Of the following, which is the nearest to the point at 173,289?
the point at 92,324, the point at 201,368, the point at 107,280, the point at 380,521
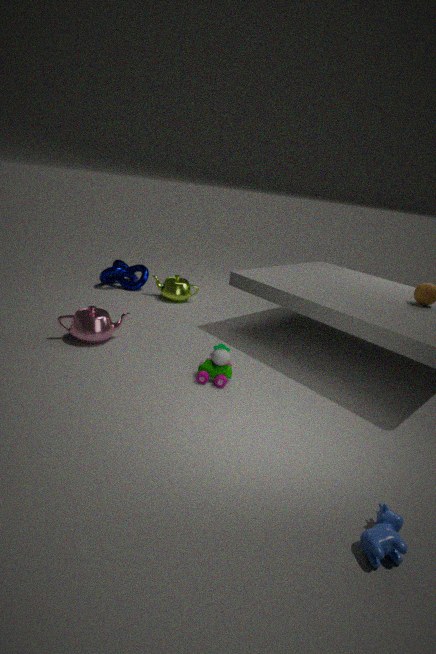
the point at 107,280
